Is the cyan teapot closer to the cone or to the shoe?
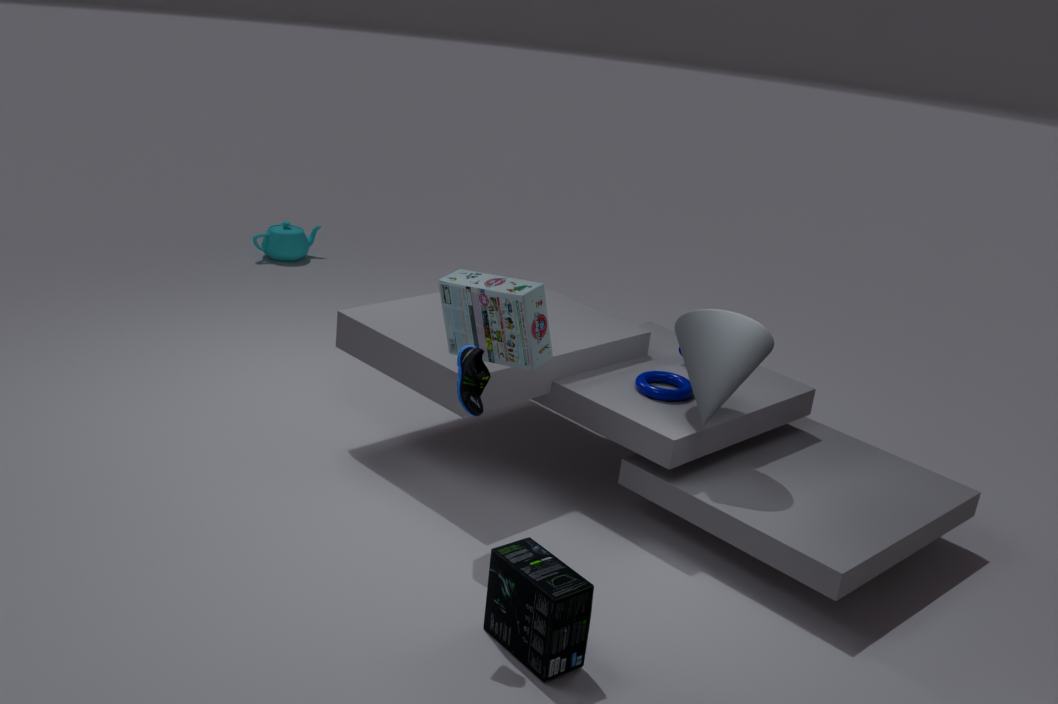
the cone
